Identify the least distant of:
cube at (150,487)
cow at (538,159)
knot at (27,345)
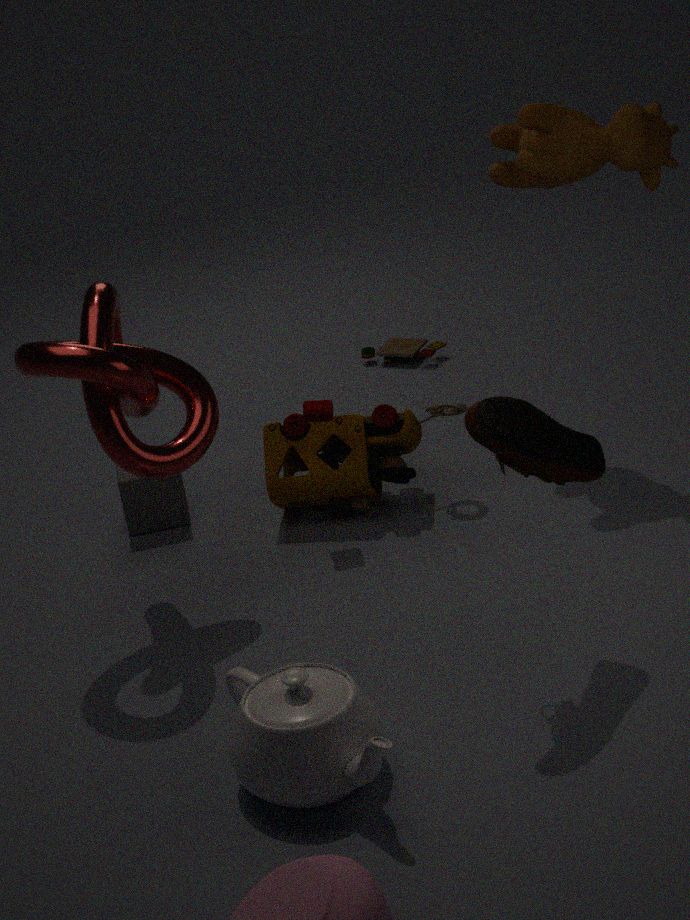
knot at (27,345)
